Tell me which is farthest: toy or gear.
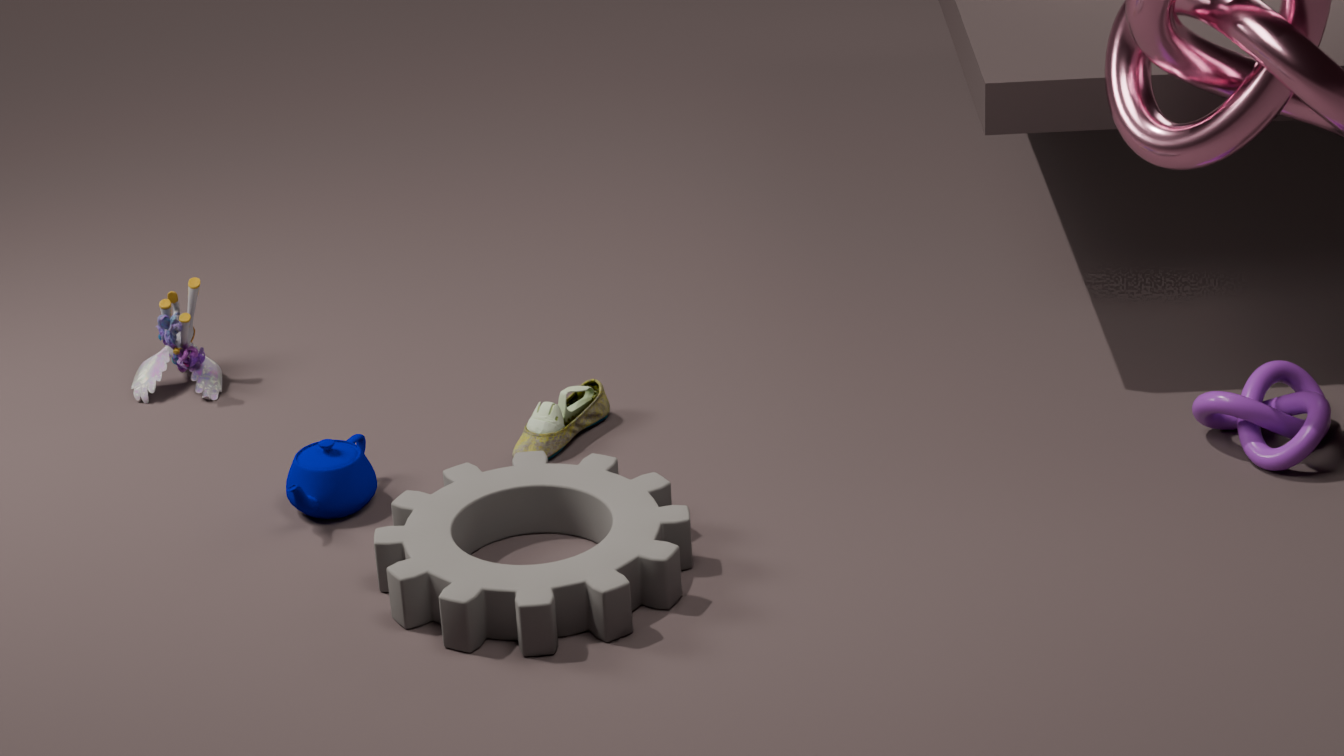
toy
